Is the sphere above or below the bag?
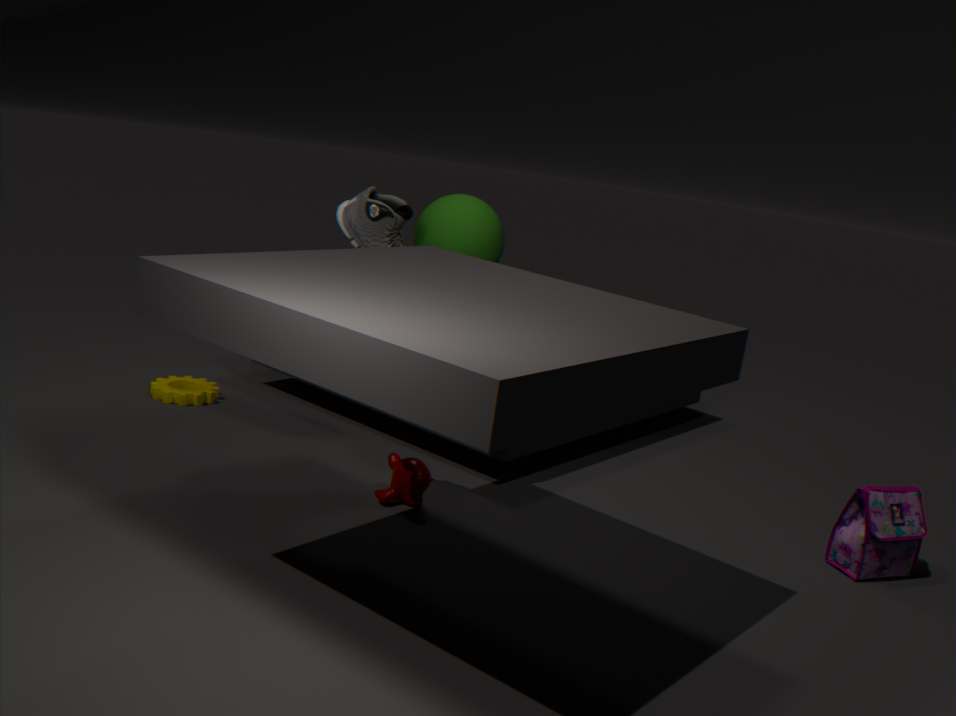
above
